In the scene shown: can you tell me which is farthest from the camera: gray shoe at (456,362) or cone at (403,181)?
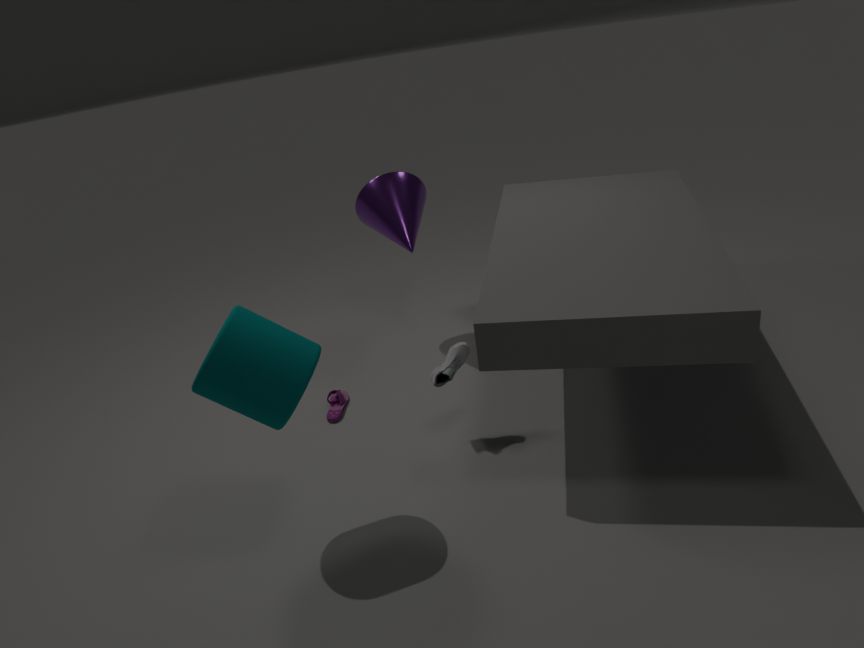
cone at (403,181)
